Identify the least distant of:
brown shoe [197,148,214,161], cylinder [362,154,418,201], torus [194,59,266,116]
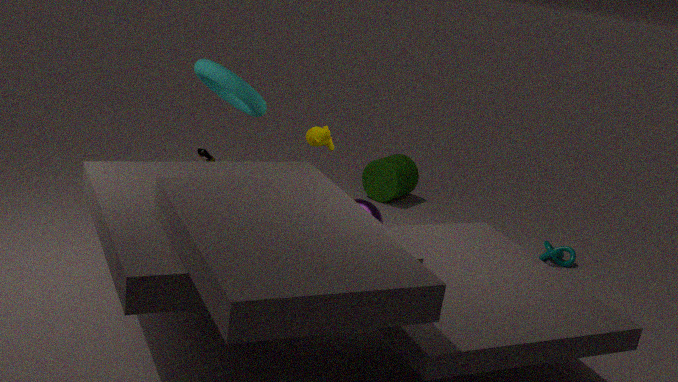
torus [194,59,266,116]
